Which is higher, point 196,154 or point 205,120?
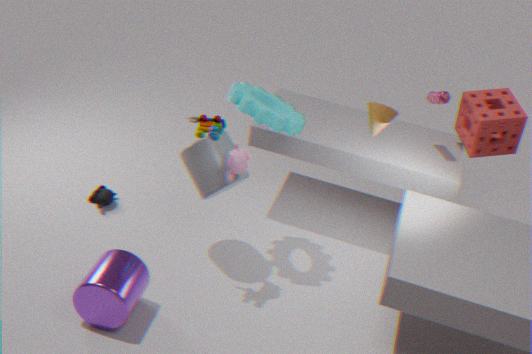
point 205,120
